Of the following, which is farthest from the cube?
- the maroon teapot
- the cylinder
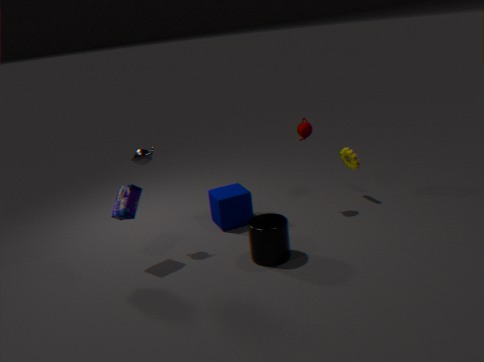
the maroon teapot
